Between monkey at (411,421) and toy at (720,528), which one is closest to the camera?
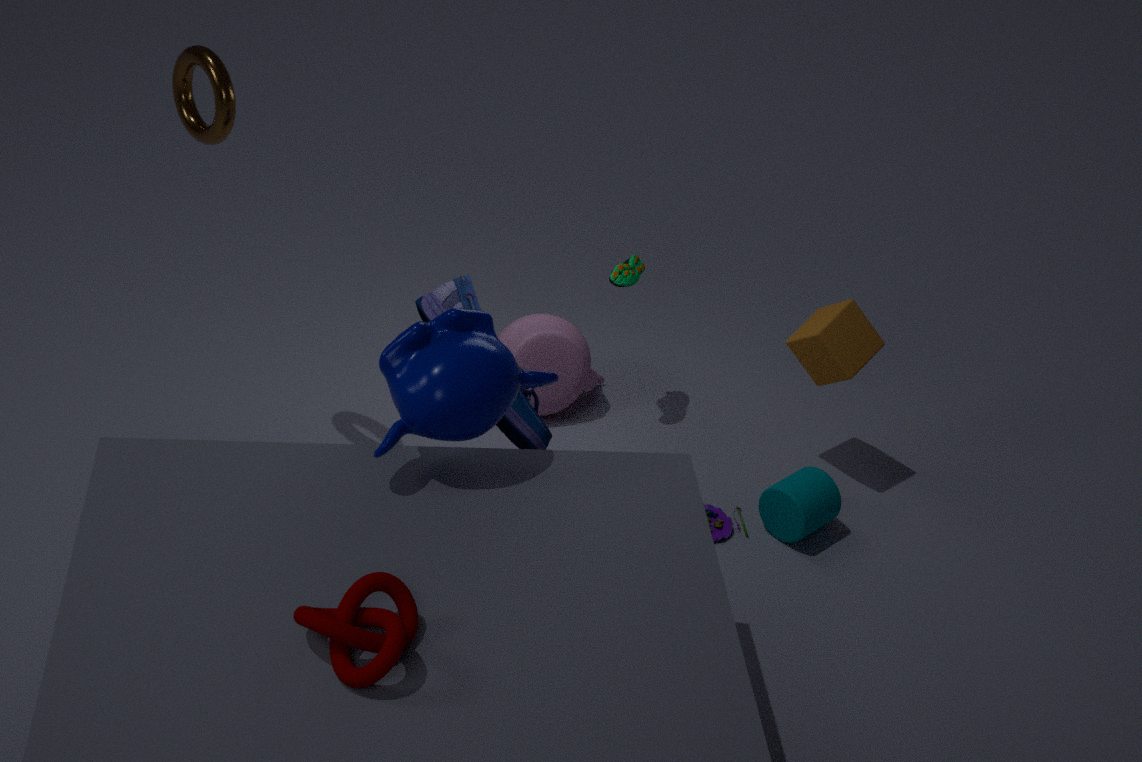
monkey at (411,421)
